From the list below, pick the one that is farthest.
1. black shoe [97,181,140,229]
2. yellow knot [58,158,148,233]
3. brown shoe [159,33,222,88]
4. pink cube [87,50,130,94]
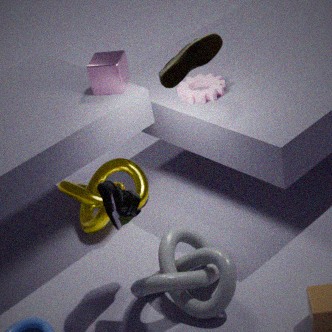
yellow knot [58,158,148,233]
